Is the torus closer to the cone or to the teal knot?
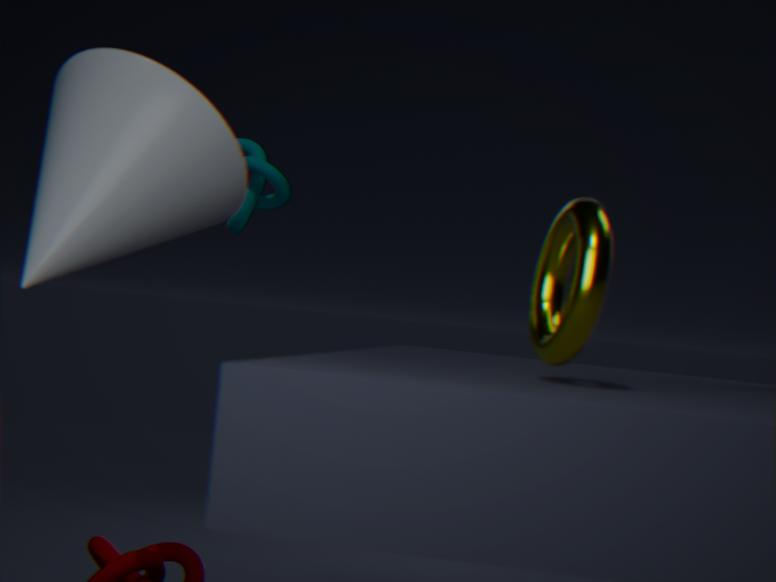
the cone
